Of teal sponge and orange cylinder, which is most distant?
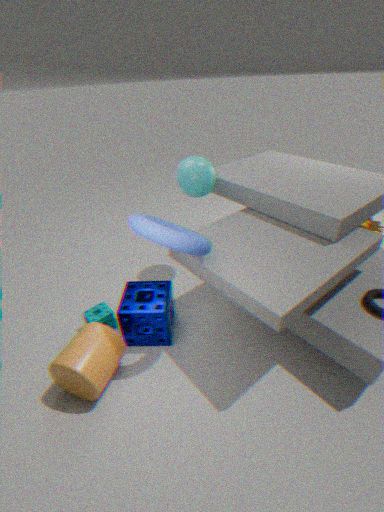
teal sponge
